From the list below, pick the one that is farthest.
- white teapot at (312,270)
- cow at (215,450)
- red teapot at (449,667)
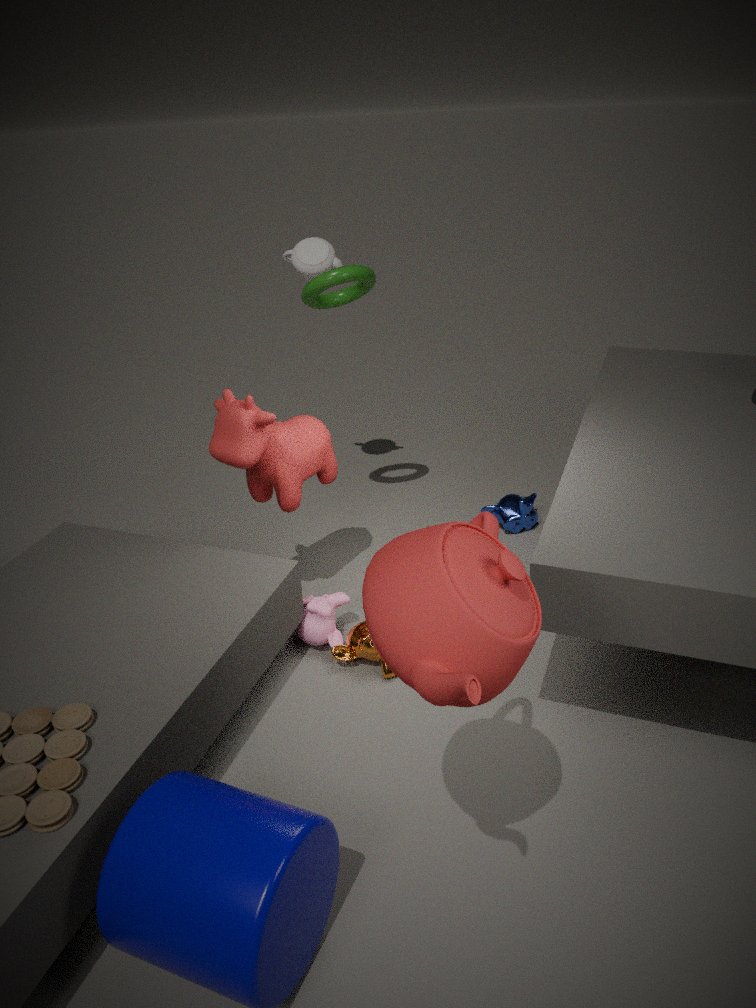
white teapot at (312,270)
